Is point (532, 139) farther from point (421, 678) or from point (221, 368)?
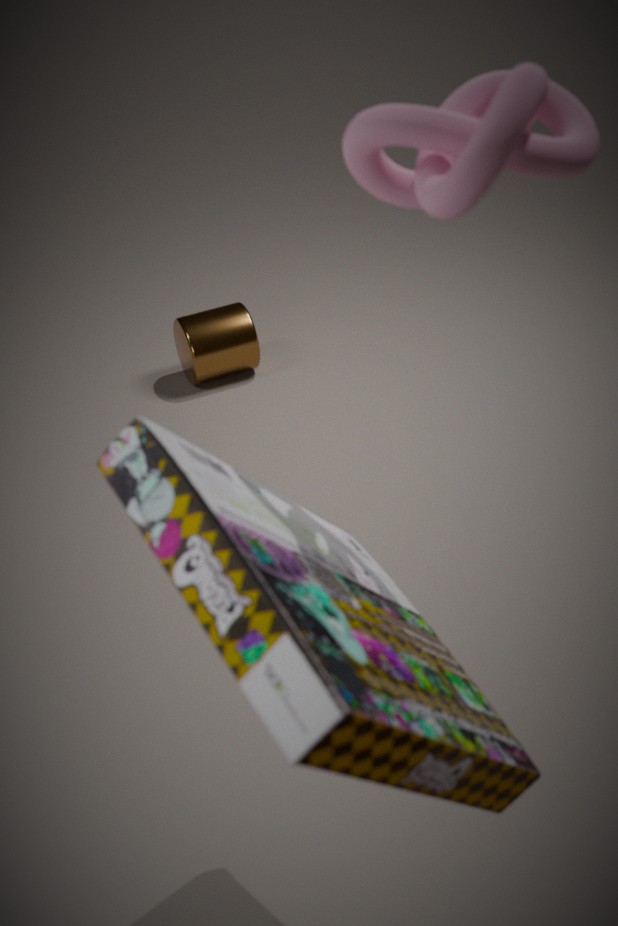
point (221, 368)
